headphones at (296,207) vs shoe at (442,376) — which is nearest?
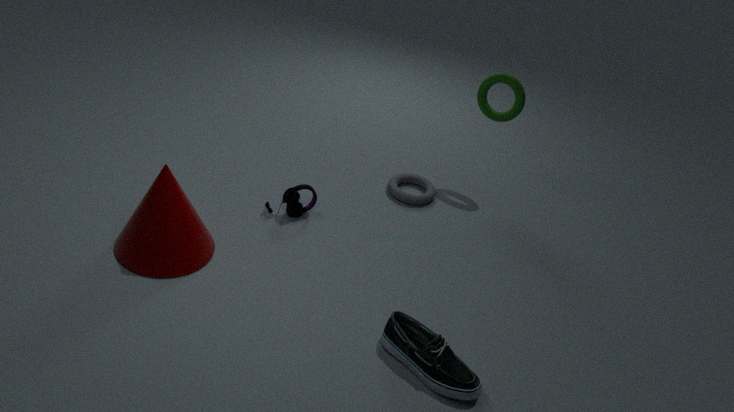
shoe at (442,376)
